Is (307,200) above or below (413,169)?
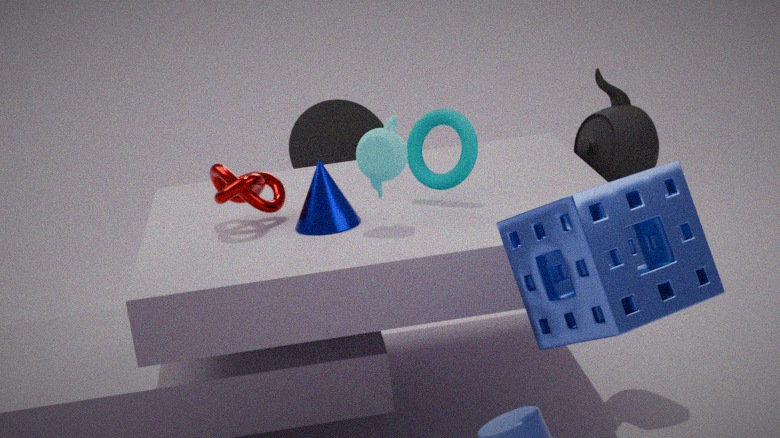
below
